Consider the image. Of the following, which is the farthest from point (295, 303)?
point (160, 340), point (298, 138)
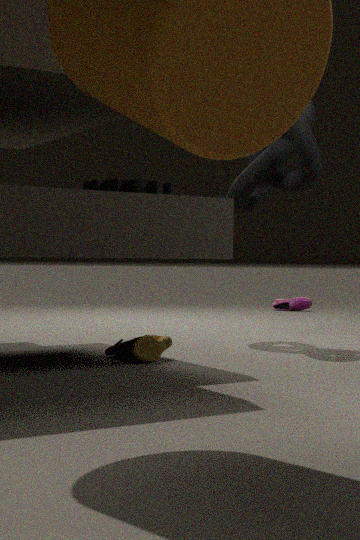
point (160, 340)
